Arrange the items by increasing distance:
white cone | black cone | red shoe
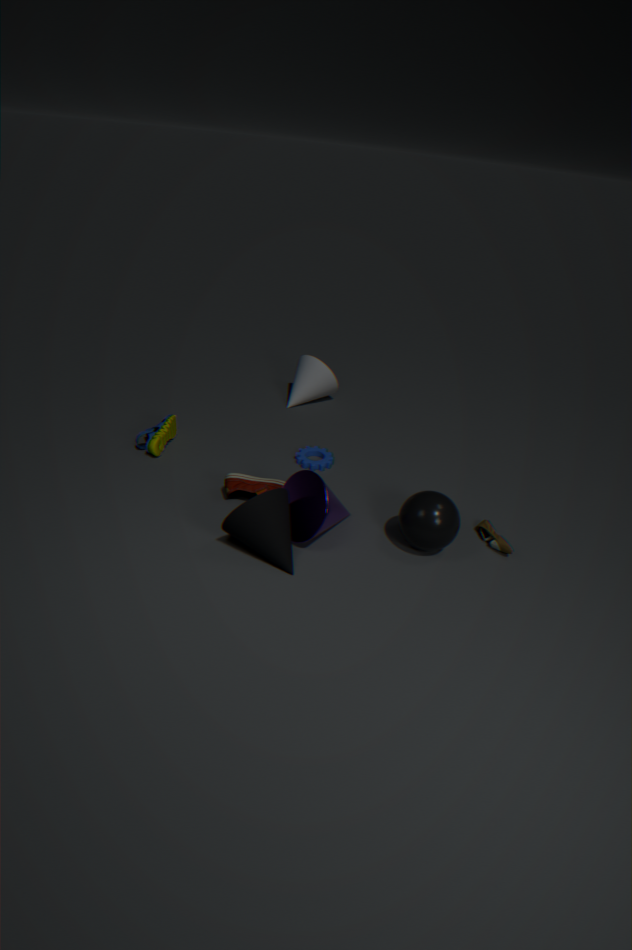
black cone, red shoe, white cone
